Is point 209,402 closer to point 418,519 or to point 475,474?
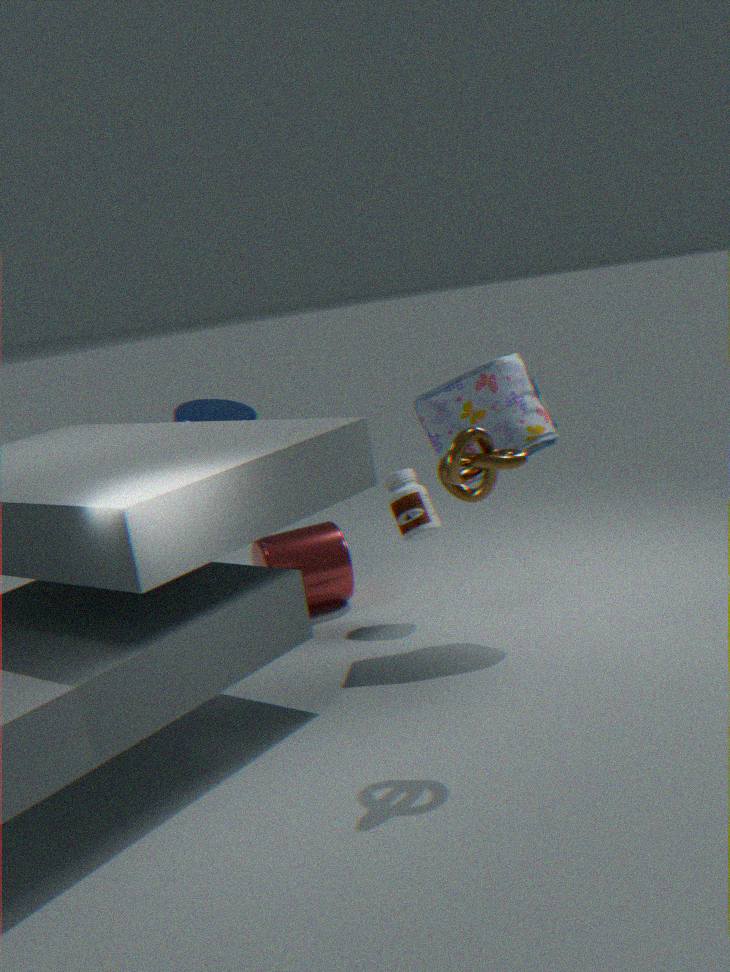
point 418,519
